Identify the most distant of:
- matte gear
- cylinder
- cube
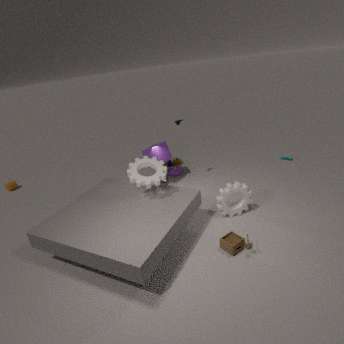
cylinder
